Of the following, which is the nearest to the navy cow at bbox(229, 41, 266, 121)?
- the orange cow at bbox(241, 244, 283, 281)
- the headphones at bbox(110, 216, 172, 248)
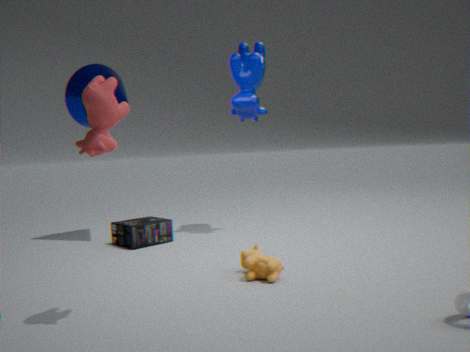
the headphones at bbox(110, 216, 172, 248)
